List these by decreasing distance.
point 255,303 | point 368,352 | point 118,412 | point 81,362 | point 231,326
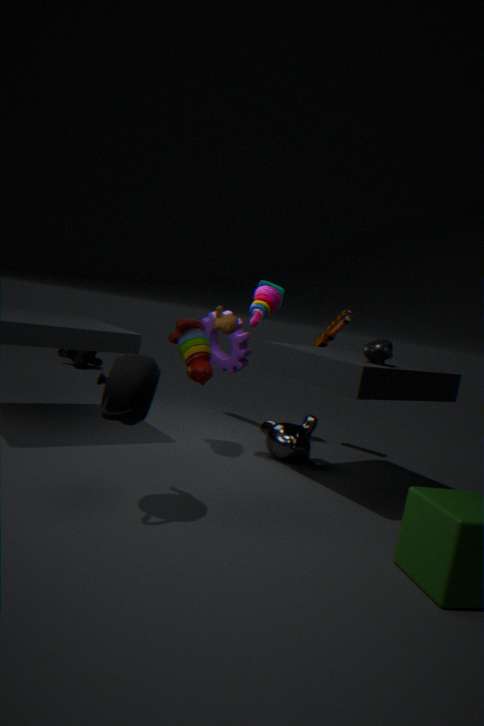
point 81,362 < point 255,303 < point 231,326 < point 368,352 < point 118,412
